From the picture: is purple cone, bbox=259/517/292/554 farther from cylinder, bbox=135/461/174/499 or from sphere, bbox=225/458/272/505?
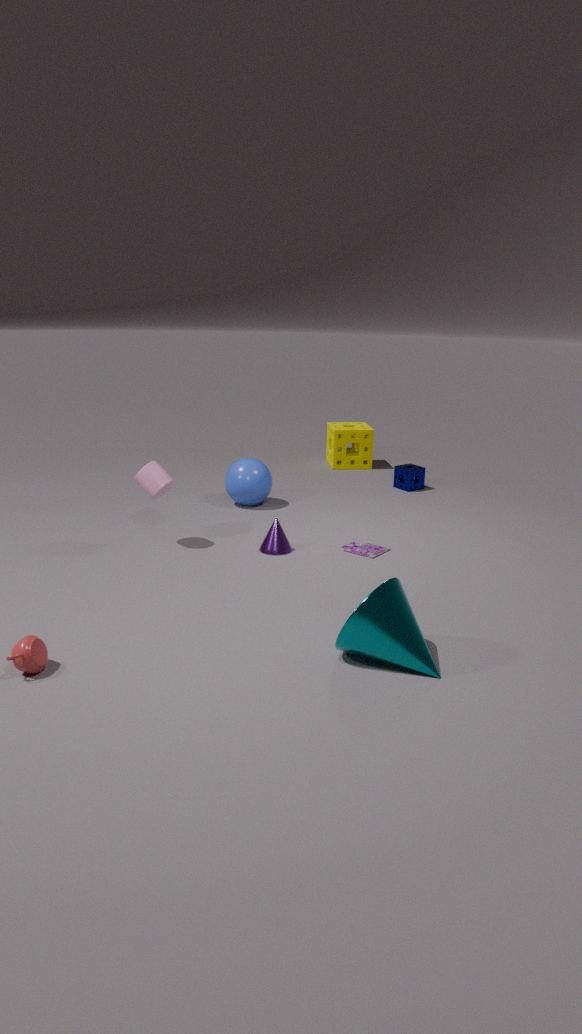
sphere, bbox=225/458/272/505
